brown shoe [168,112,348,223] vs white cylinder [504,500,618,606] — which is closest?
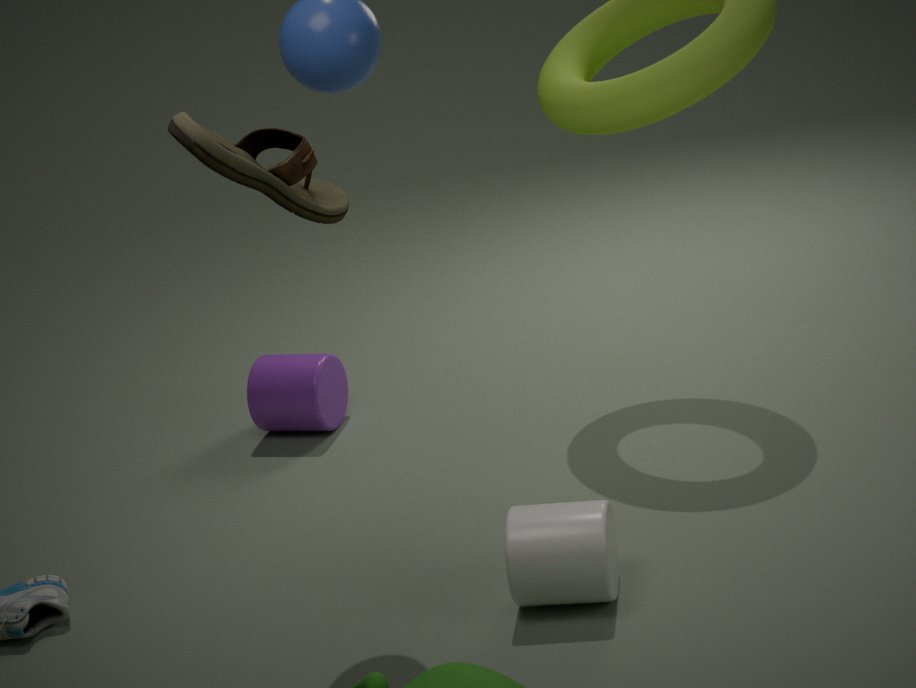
brown shoe [168,112,348,223]
